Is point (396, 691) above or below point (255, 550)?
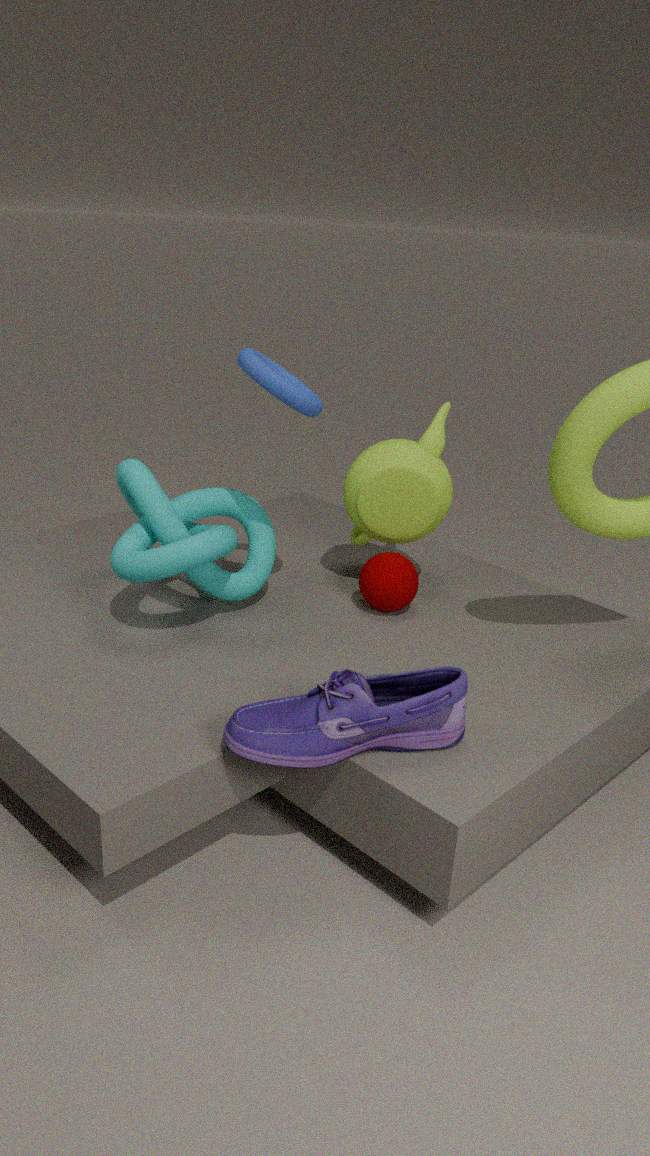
below
